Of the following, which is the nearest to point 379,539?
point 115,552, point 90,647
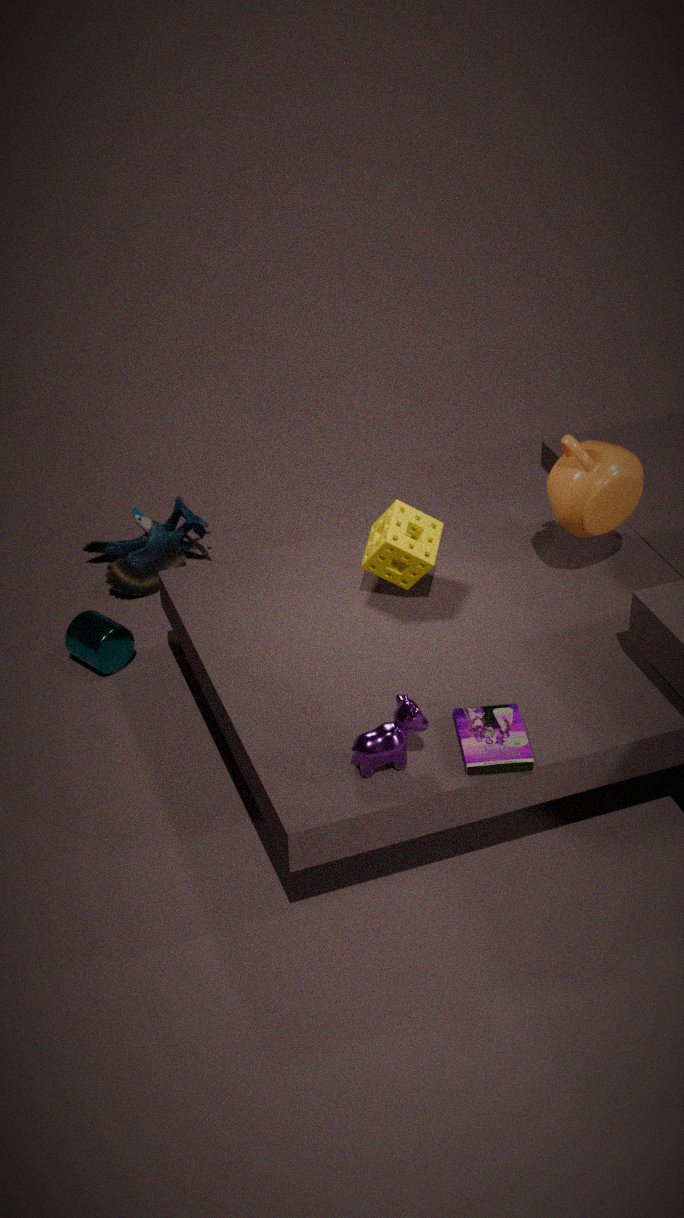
point 90,647
